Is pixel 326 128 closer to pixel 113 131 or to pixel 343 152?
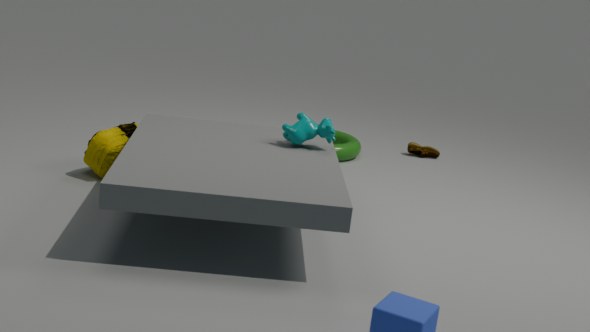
pixel 113 131
